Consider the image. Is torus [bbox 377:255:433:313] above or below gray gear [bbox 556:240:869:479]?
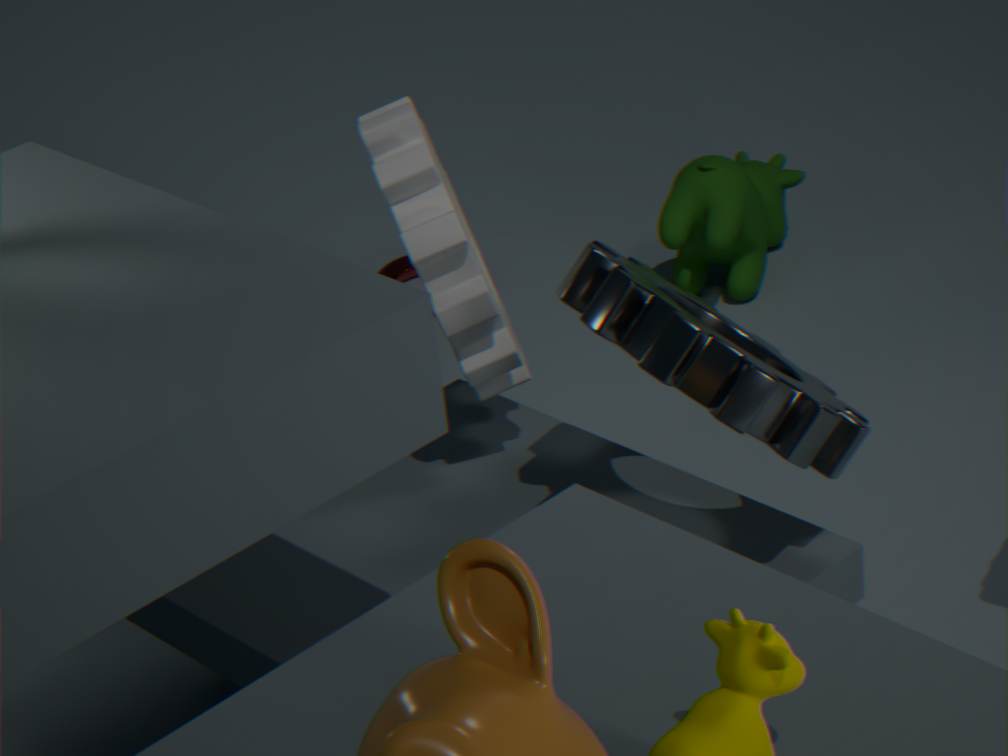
below
